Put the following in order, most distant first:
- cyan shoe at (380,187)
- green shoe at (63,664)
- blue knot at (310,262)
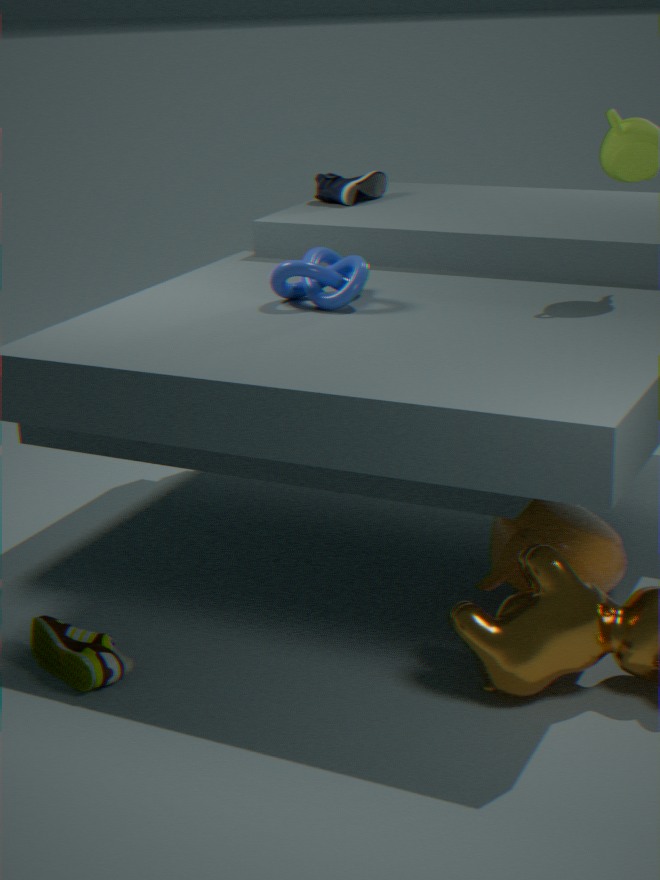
cyan shoe at (380,187), blue knot at (310,262), green shoe at (63,664)
